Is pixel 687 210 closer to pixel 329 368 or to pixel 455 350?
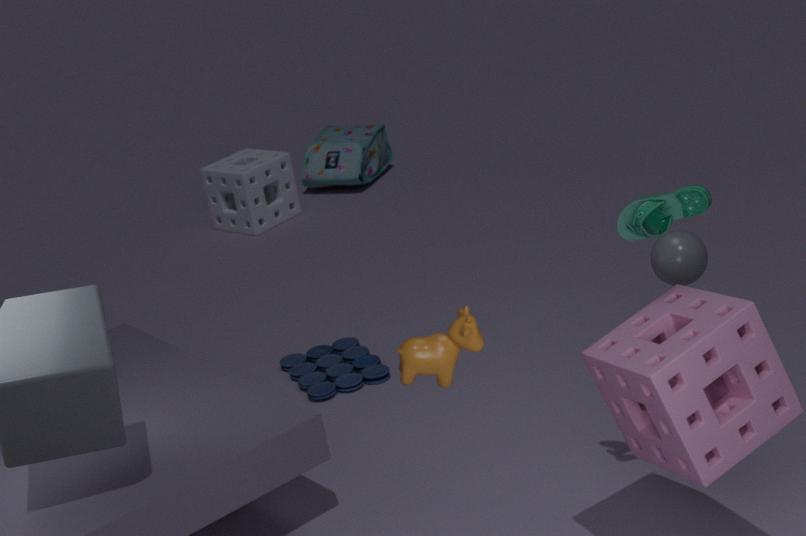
pixel 455 350
